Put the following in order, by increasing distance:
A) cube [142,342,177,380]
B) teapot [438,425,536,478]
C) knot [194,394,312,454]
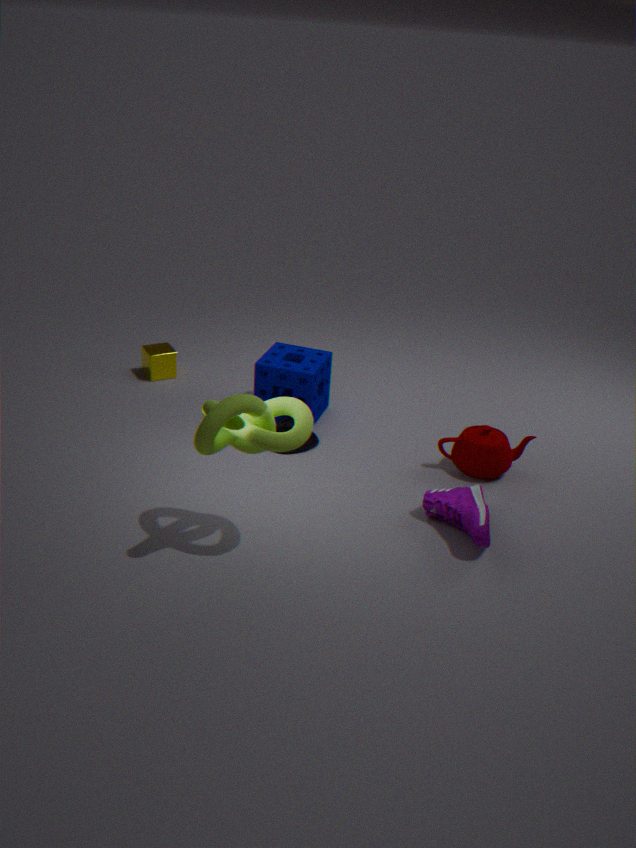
knot [194,394,312,454]
teapot [438,425,536,478]
cube [142,342,177,380]
